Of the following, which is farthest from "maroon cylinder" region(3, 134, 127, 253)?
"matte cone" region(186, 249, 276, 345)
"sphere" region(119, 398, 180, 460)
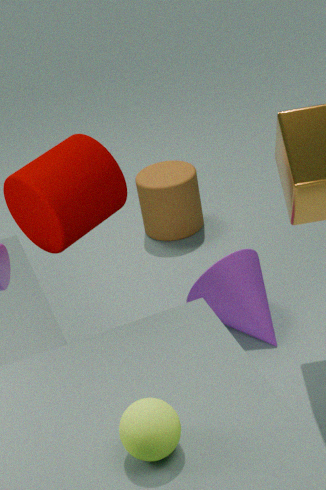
"sphere" region(119, 398, 180, 460)
